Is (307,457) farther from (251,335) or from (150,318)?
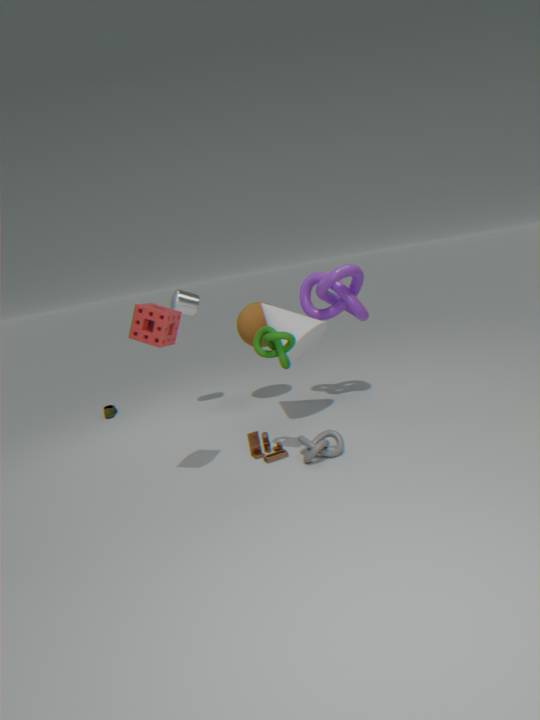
(251,335)
